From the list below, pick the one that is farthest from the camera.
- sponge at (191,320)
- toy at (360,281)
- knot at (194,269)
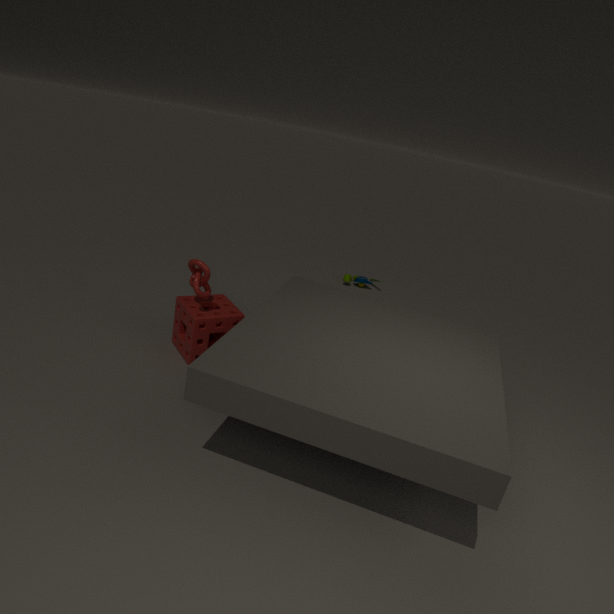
toy at (360,281)
